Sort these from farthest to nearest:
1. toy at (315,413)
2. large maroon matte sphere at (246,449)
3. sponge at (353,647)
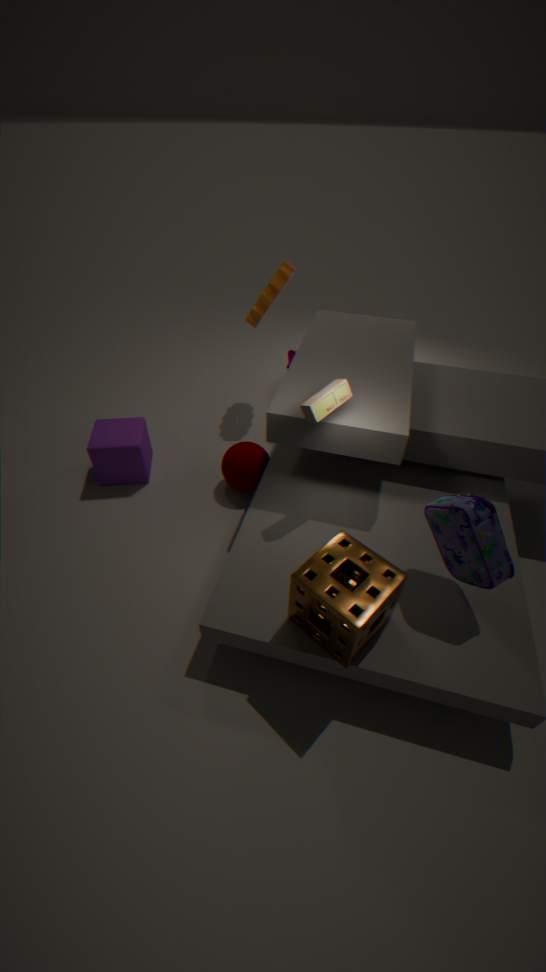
large maroon matte sphere at (246,449) < toy at (315,413) < sponge at (353,647)
